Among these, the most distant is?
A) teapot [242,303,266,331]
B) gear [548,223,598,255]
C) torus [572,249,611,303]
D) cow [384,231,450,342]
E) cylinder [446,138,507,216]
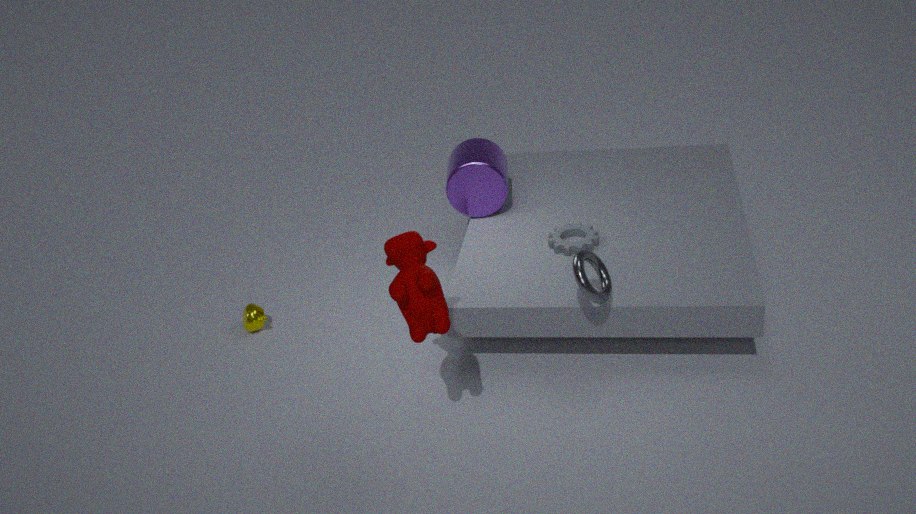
teapot [242,303,266,331]
